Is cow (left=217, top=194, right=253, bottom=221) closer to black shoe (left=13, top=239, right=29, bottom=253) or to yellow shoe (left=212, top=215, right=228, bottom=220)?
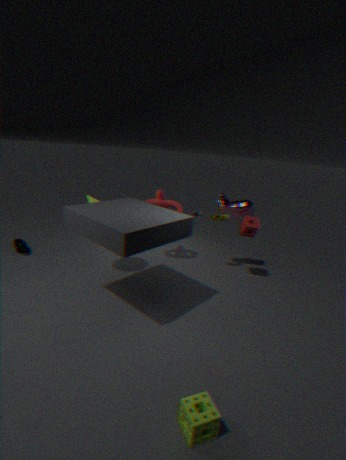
yellow shoe (left=212, top=215, right=228, bottom=220)
